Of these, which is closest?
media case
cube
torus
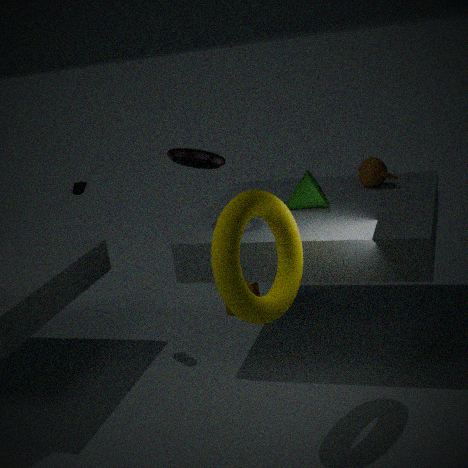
torus
